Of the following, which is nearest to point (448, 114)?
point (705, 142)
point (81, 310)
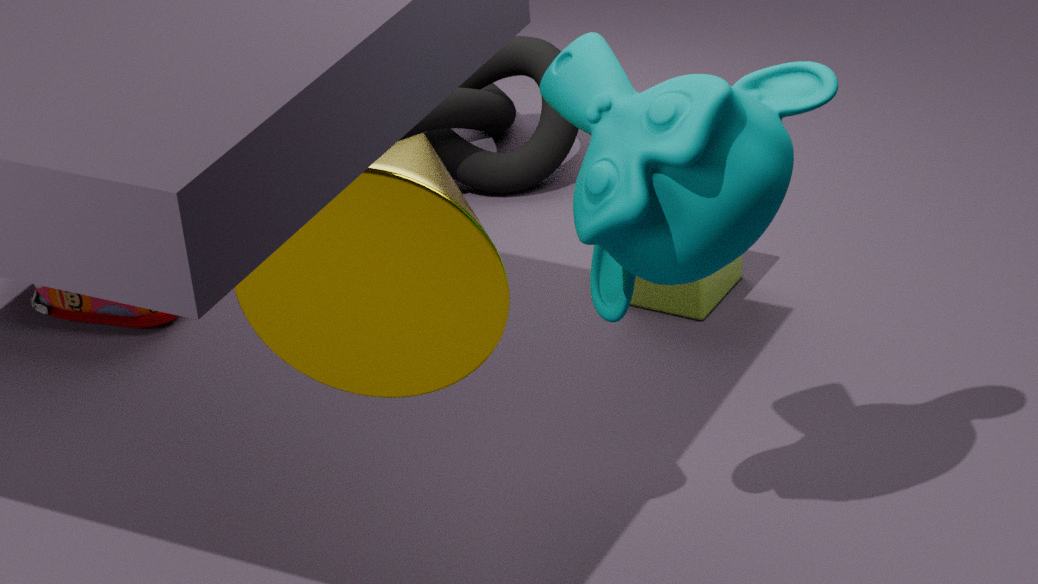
point (81, 310)
